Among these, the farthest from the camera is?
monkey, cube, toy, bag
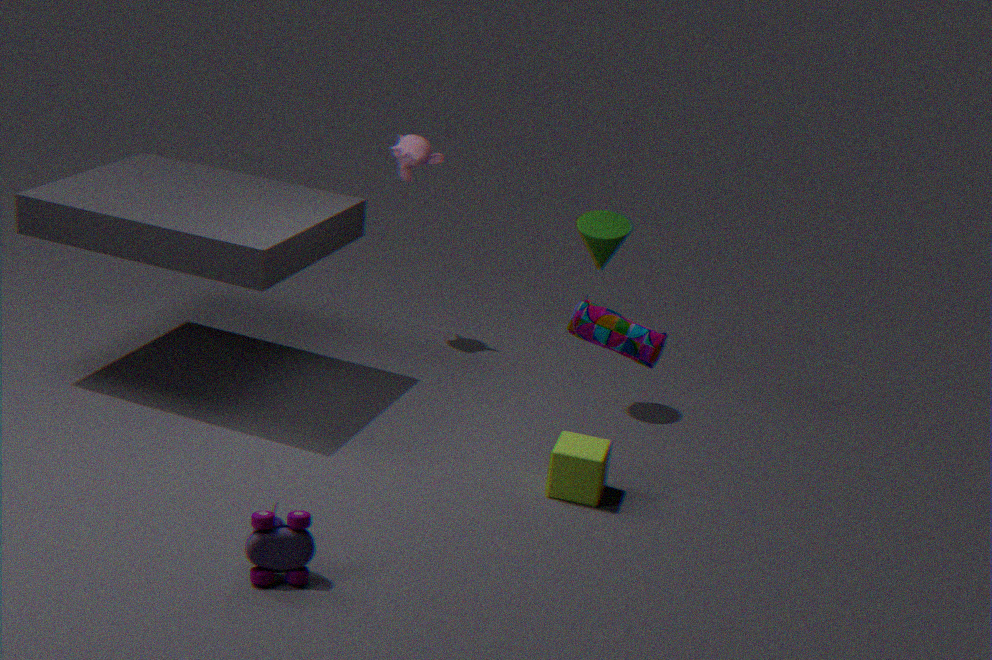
monkey
